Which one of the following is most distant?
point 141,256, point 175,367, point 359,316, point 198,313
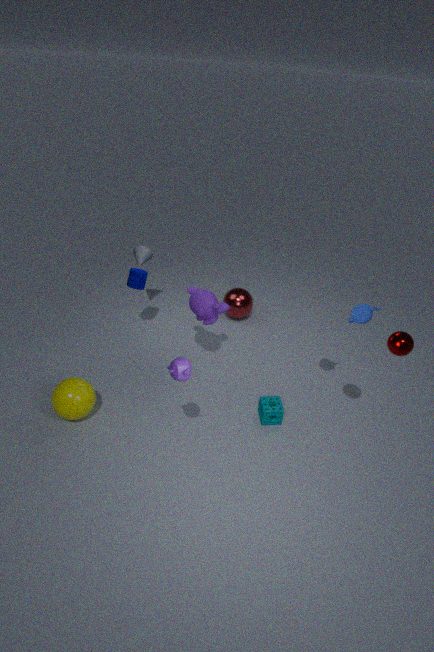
point 141,256
